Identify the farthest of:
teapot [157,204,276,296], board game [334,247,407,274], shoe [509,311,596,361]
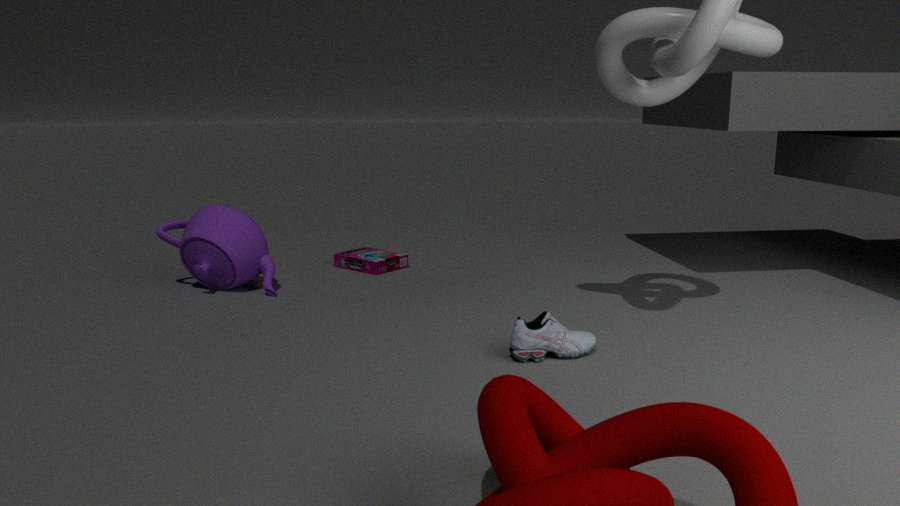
board game [334,247,407,274]
